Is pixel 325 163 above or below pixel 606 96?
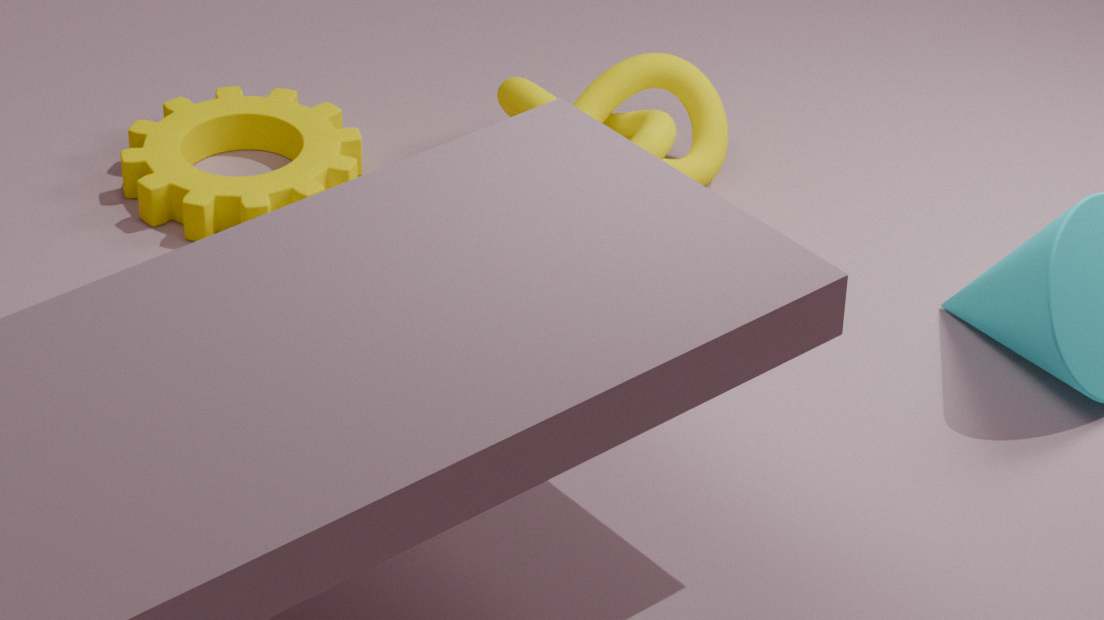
below
